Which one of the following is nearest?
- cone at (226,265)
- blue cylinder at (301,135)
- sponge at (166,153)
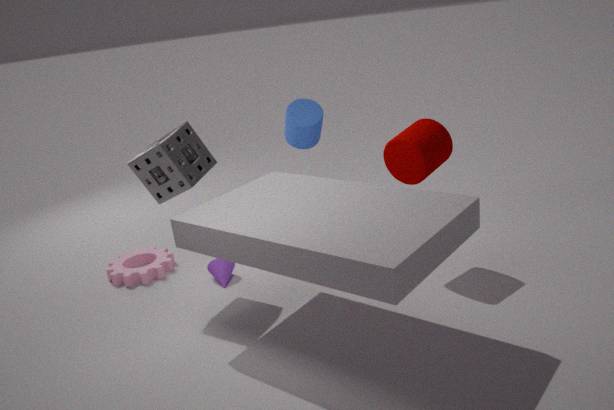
sponge at (166,153)
